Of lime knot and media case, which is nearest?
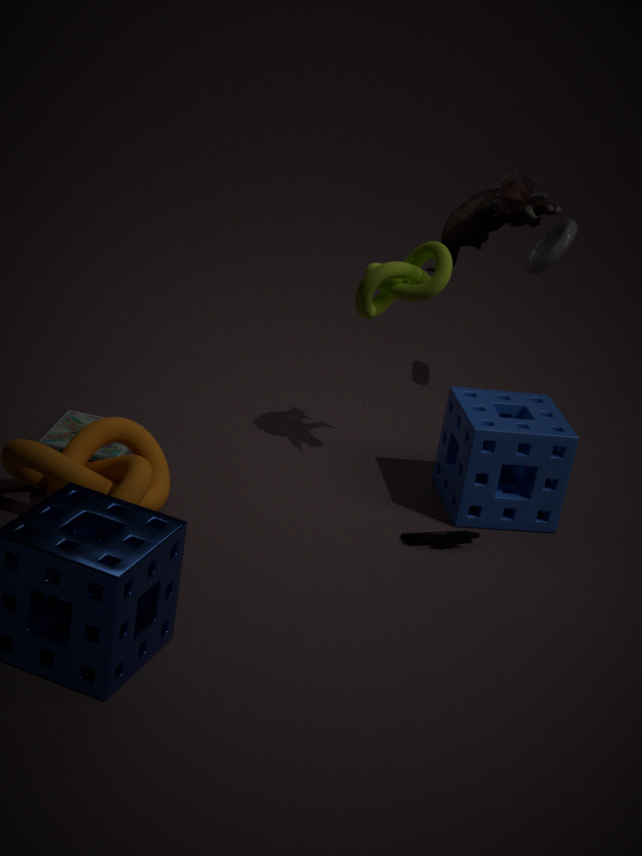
lime knot
